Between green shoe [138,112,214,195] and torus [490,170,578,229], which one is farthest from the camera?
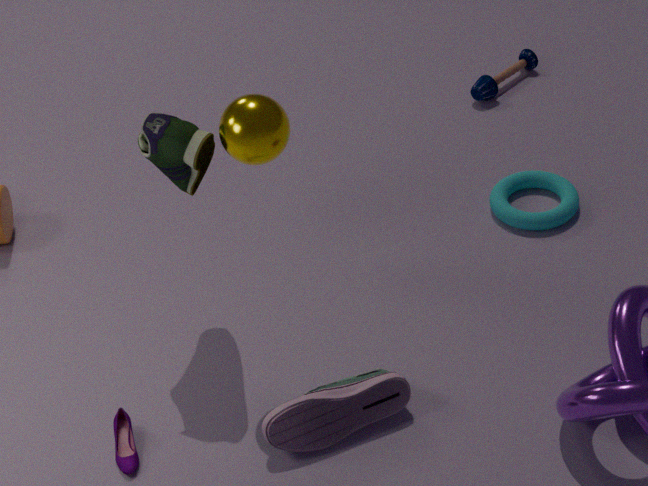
torus [490,170,578,229]
